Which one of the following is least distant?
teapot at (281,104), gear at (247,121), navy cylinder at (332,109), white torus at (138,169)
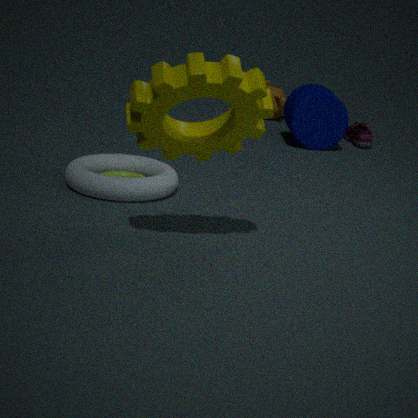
gear at (247,121)
